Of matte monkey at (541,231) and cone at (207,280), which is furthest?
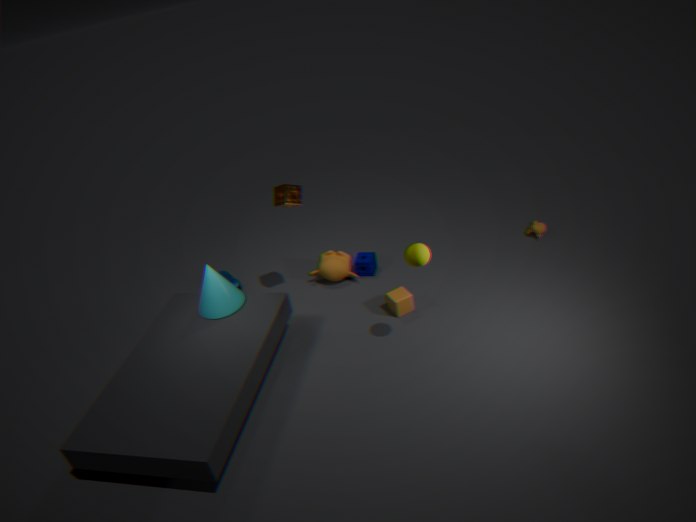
matte monkey at (541,231)
